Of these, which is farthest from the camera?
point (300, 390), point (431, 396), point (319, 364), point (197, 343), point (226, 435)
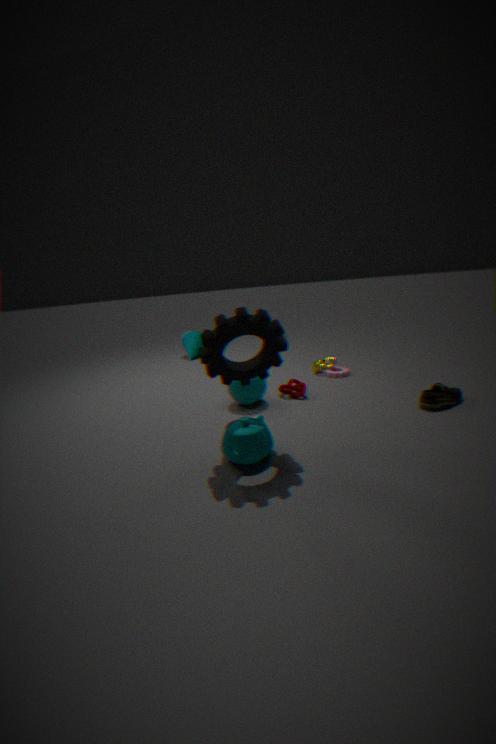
point (197, 343)
